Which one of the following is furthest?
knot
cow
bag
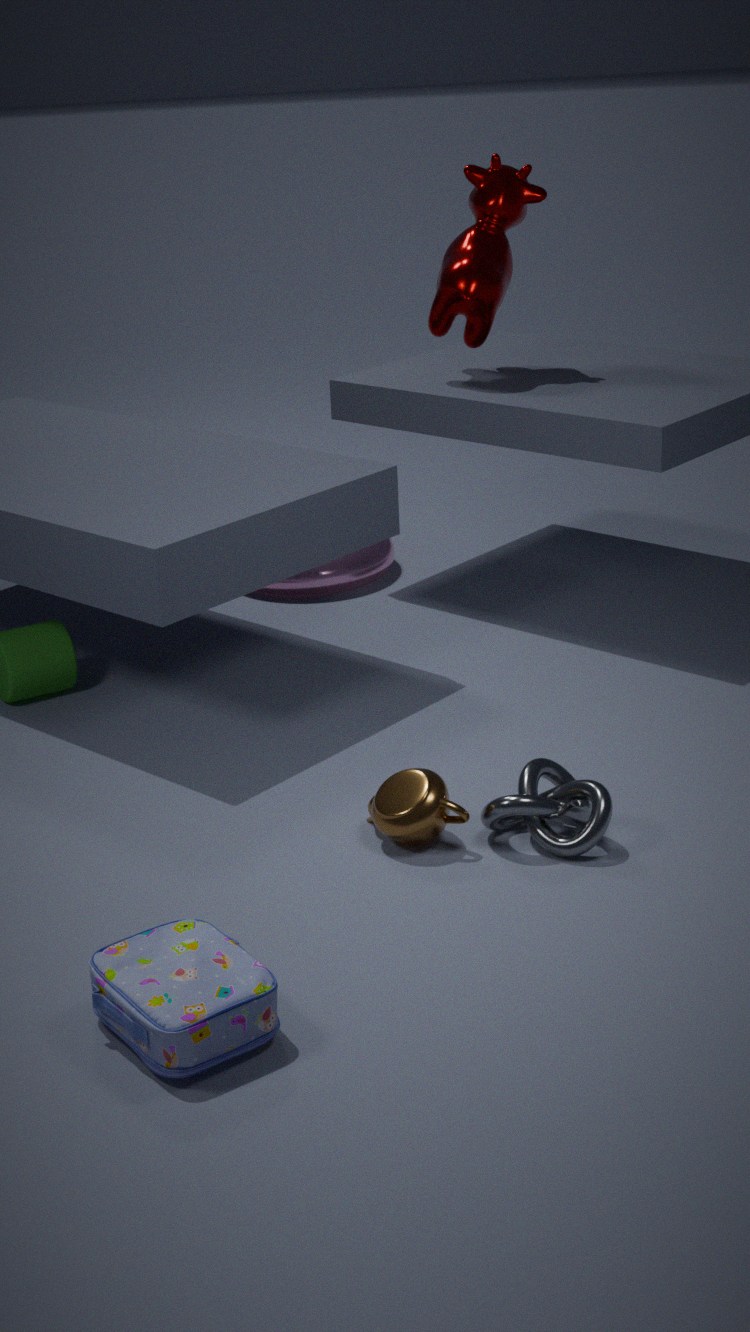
cow
